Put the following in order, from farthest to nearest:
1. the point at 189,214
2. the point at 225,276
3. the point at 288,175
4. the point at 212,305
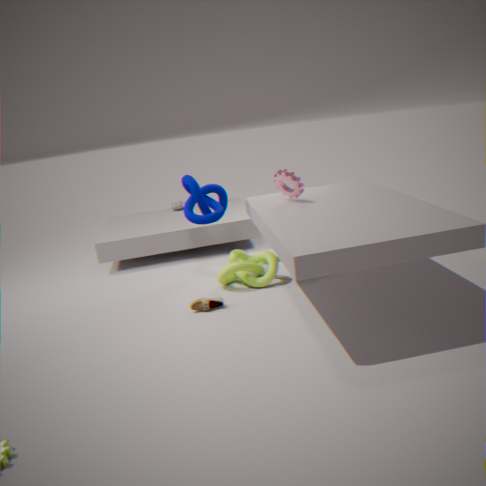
the point at 189,214, the point at 225,276, the point at 288,175, the point at 212,305
